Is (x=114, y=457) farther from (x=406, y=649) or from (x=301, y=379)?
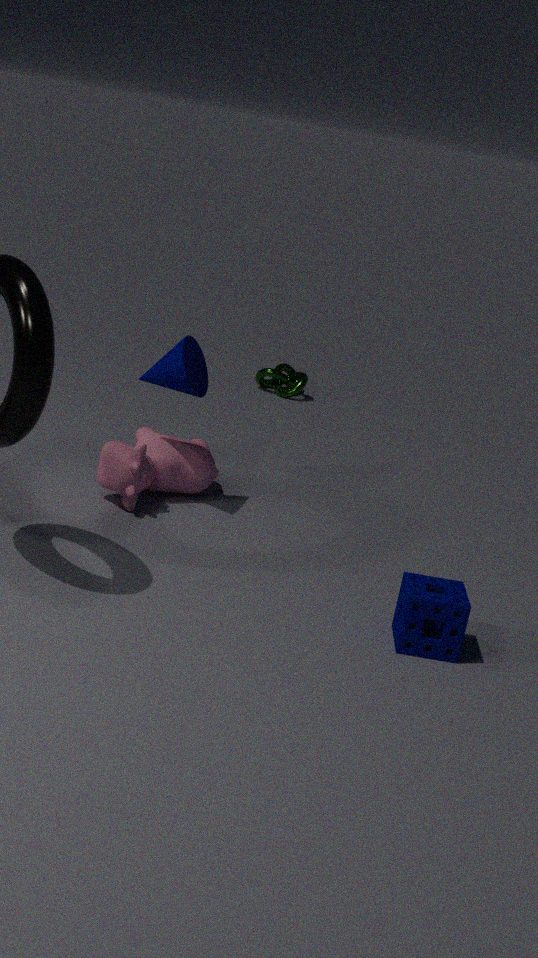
(x=301, y=379)
